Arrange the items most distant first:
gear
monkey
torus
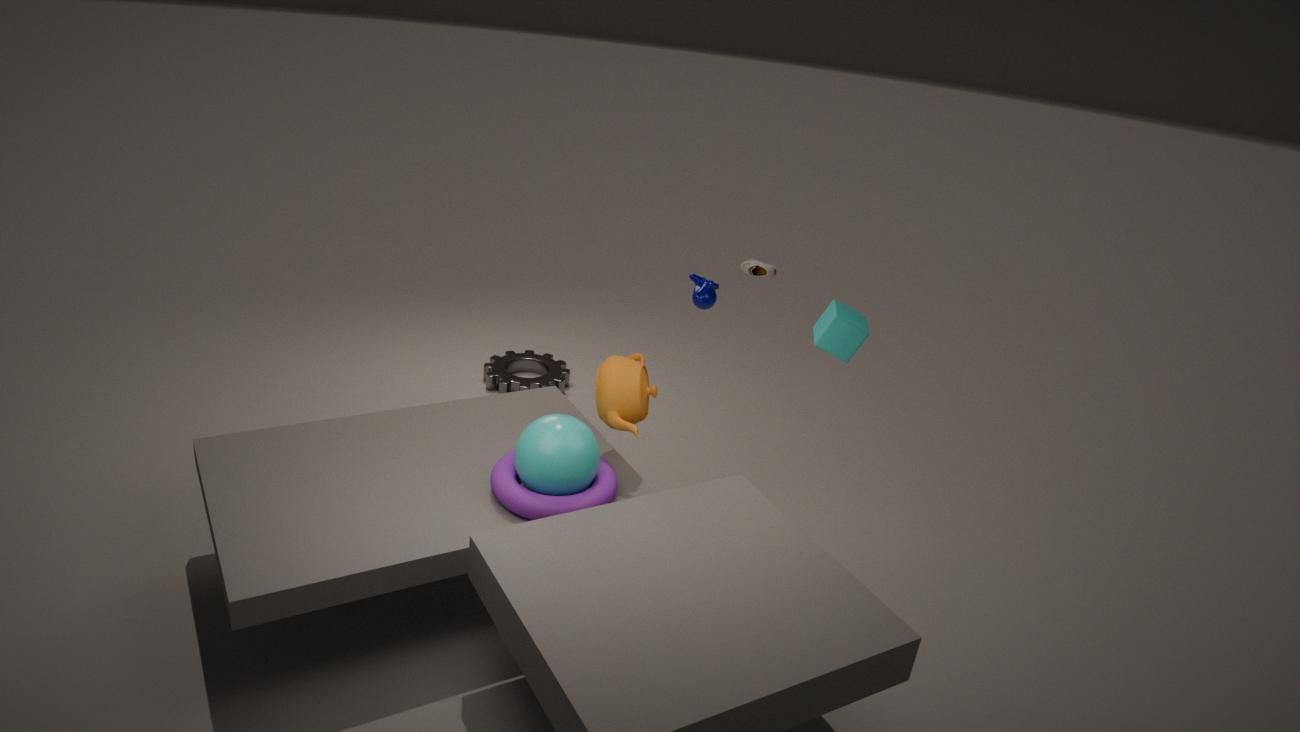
gear
monkey
torus
